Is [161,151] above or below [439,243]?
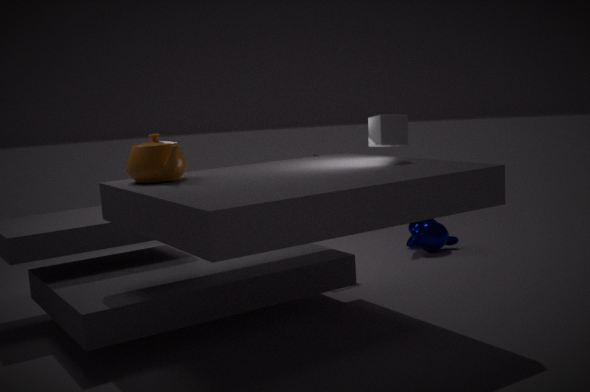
above
